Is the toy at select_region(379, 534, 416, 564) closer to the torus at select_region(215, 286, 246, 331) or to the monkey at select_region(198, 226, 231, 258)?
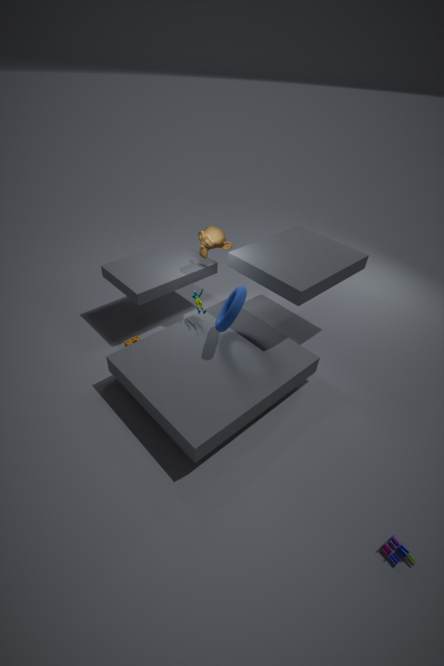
the torus at select_region(215, 286, 246, 331)
